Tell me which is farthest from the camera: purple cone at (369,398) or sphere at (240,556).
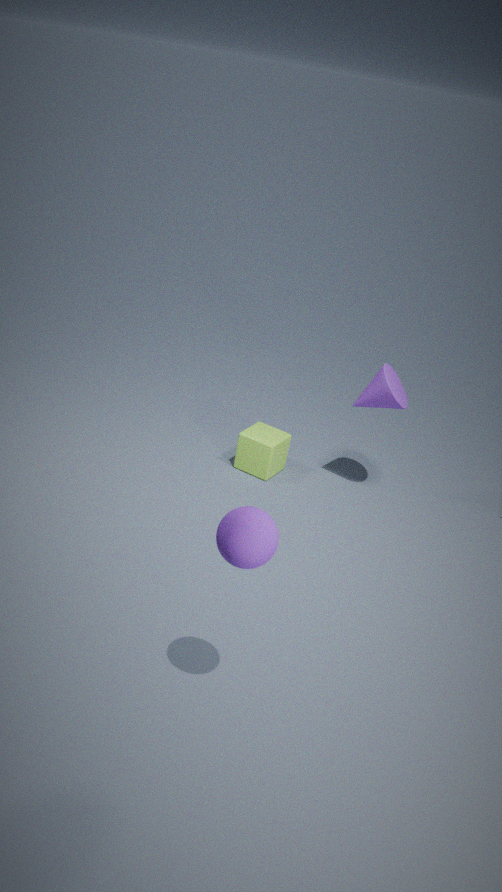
purple cone at (369,398)
